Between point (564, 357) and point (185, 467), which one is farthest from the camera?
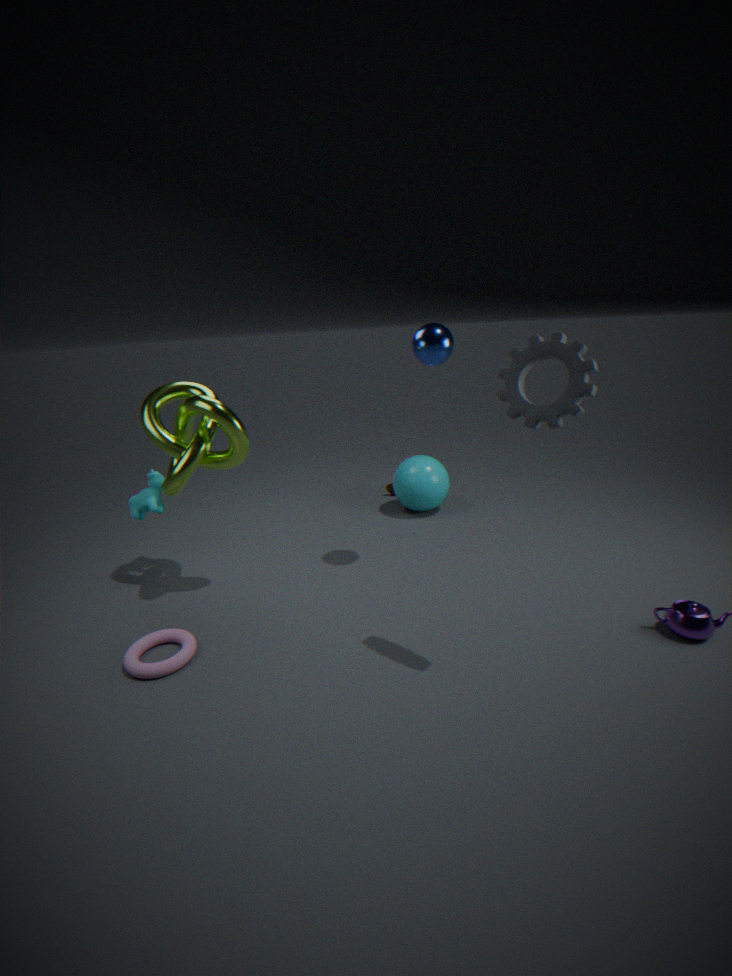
point (185, 467)
